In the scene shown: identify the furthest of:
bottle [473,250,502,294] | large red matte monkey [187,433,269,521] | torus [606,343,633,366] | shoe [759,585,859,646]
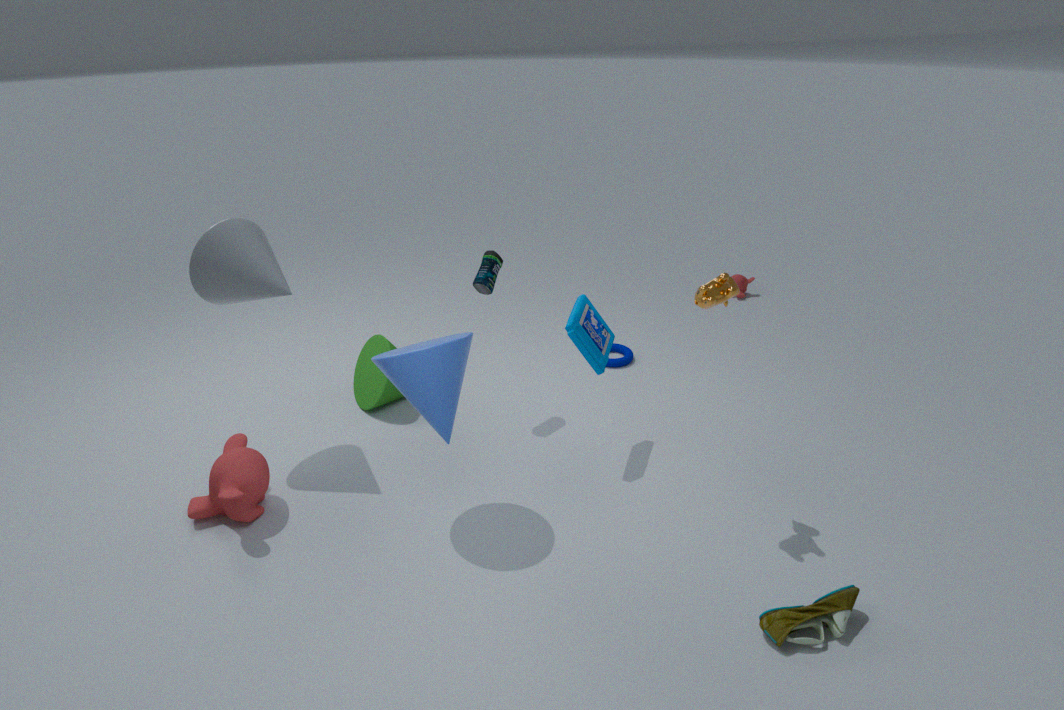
torus [606,343,633,366]
